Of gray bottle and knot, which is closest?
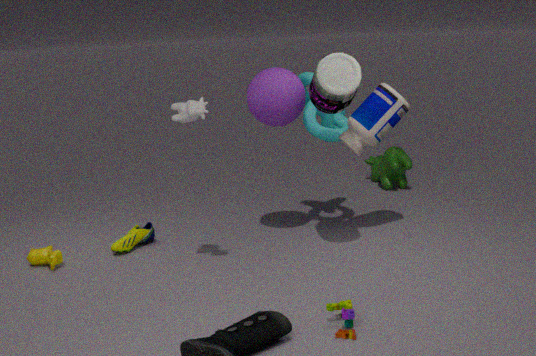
gray bottle
